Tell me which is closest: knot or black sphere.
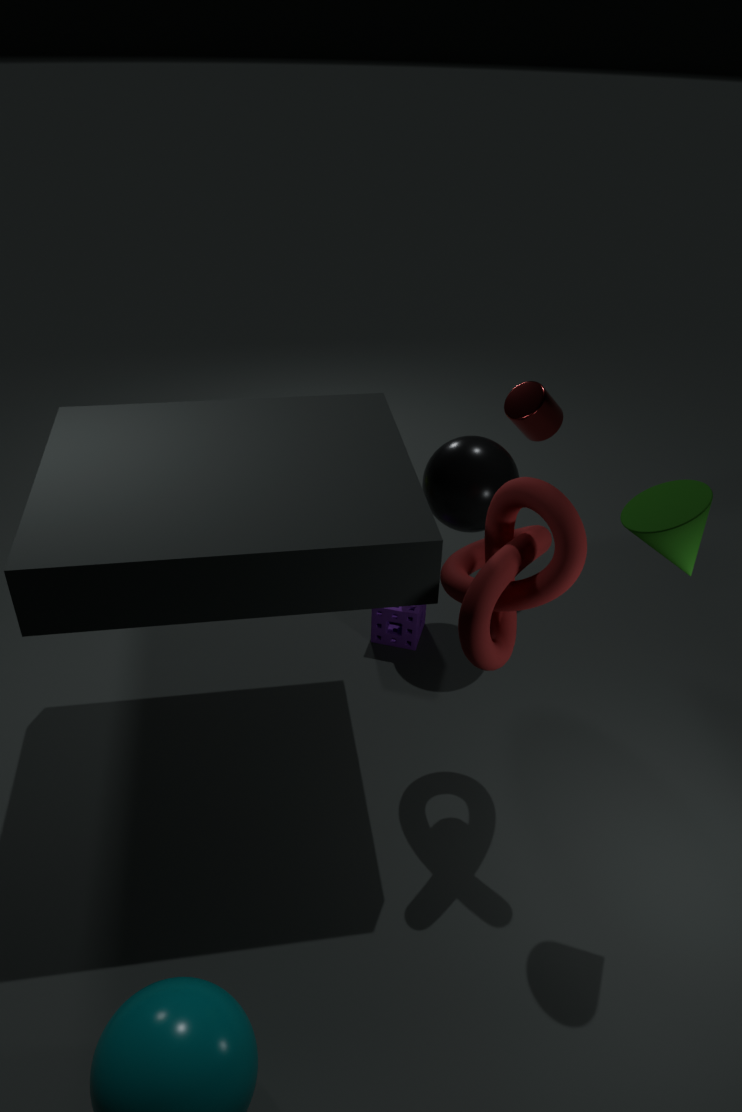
knot
